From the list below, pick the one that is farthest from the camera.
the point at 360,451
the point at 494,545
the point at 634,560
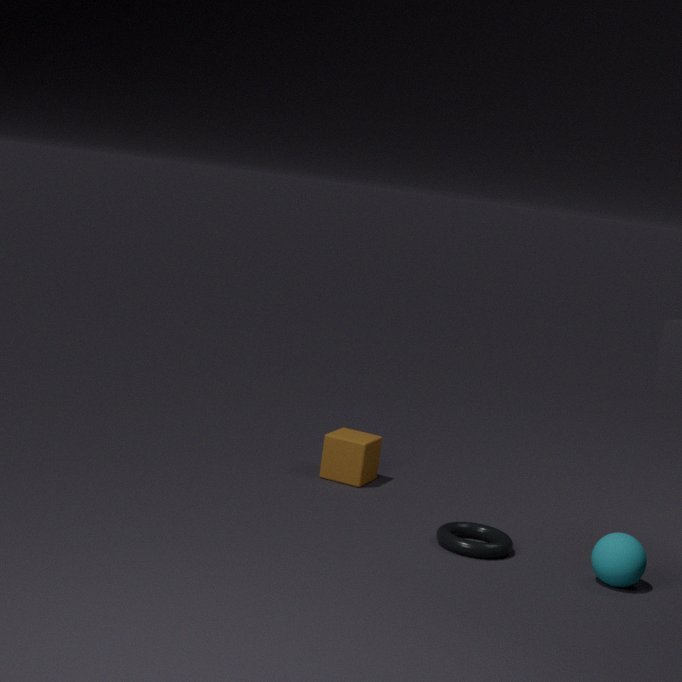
the point at 360,451
